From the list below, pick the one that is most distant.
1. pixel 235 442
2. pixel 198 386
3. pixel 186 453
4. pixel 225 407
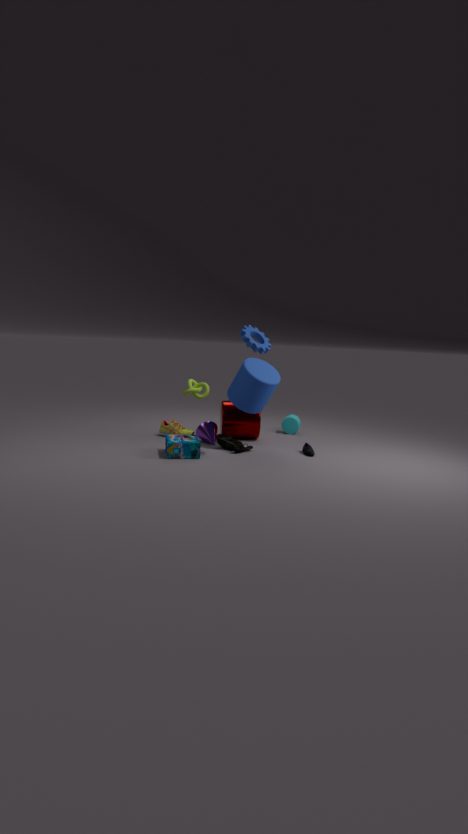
pixel 198 386
